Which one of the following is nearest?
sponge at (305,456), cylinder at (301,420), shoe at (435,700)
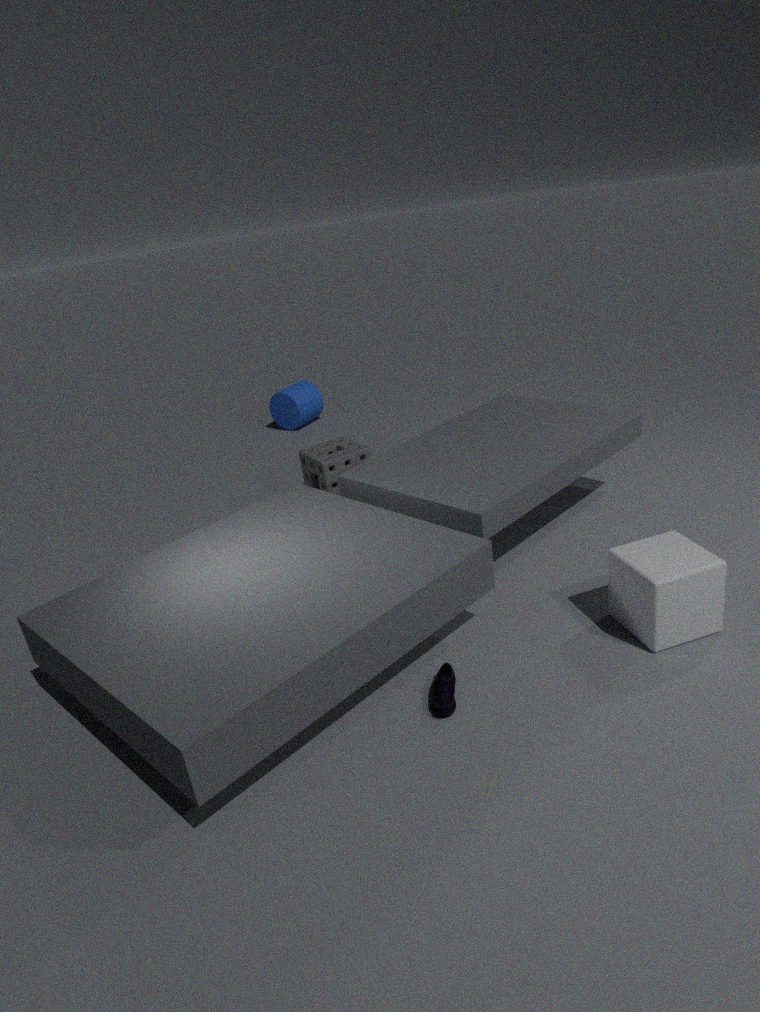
shoe at (435,700)
